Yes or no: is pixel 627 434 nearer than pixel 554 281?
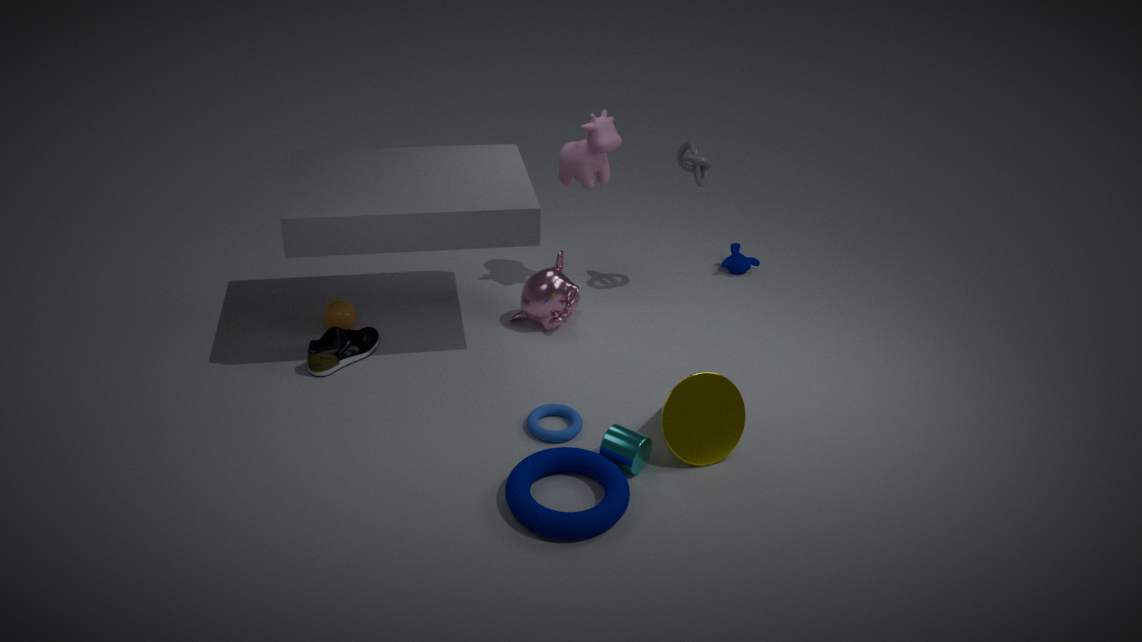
Yes
